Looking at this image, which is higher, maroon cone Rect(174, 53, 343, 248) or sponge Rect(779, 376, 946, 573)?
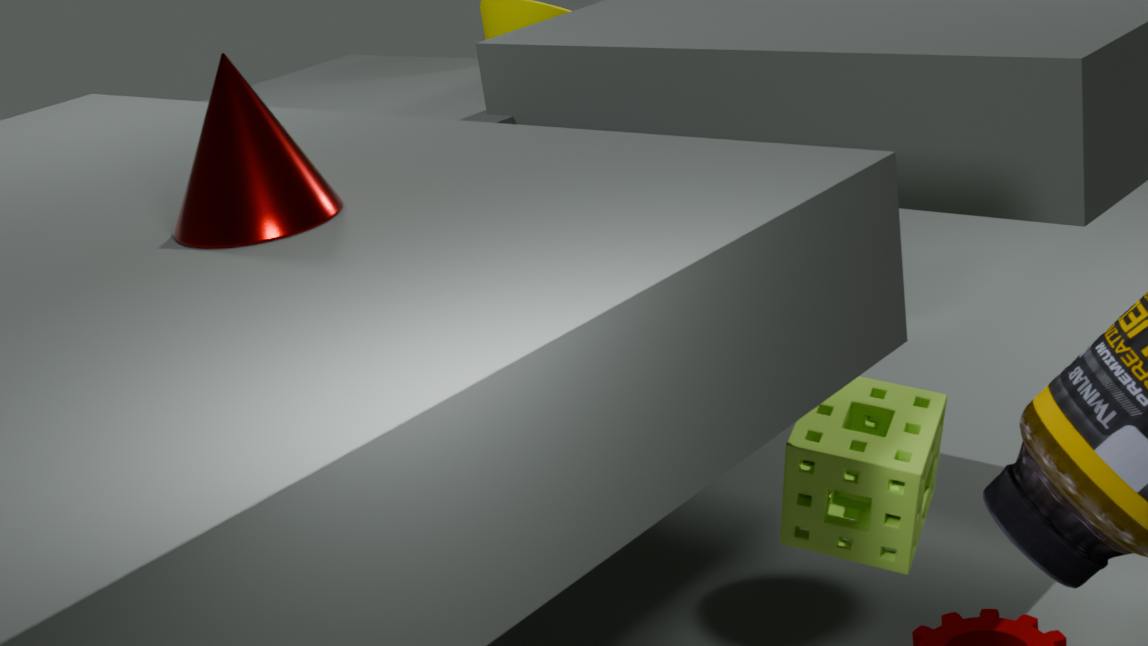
maroon cone Rect(174, 53, 343, 248)
